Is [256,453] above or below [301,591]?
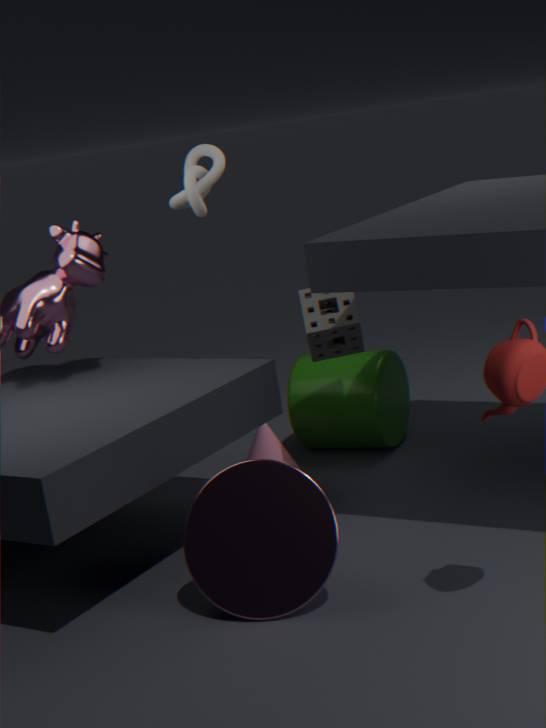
below
